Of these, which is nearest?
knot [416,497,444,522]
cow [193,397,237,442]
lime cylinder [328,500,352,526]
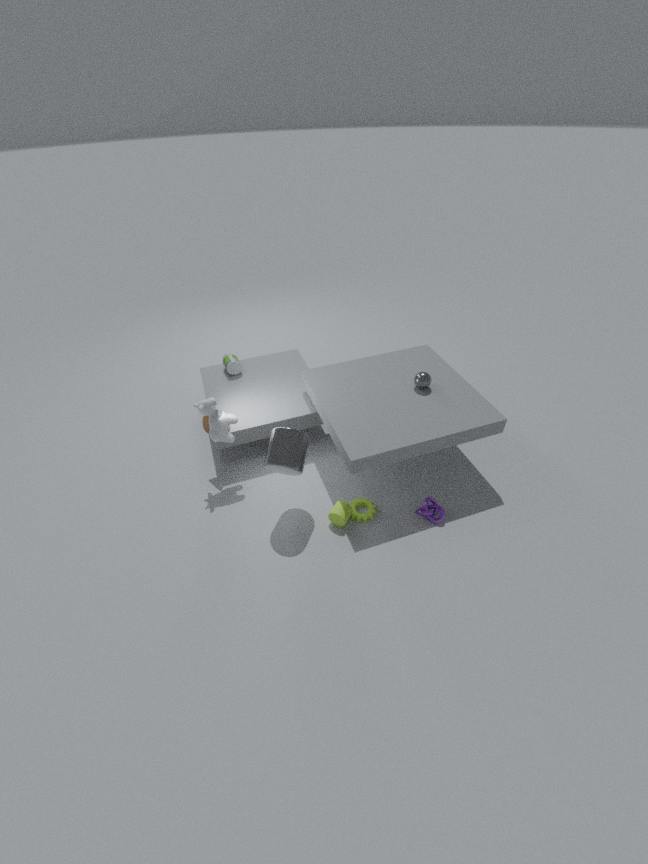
lime cylinder [328,500,352,526]
